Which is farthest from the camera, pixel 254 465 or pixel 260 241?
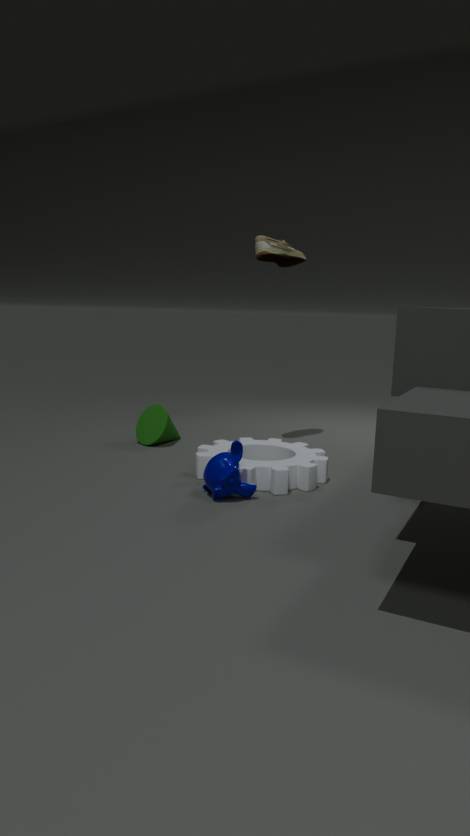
pixel 260 241
